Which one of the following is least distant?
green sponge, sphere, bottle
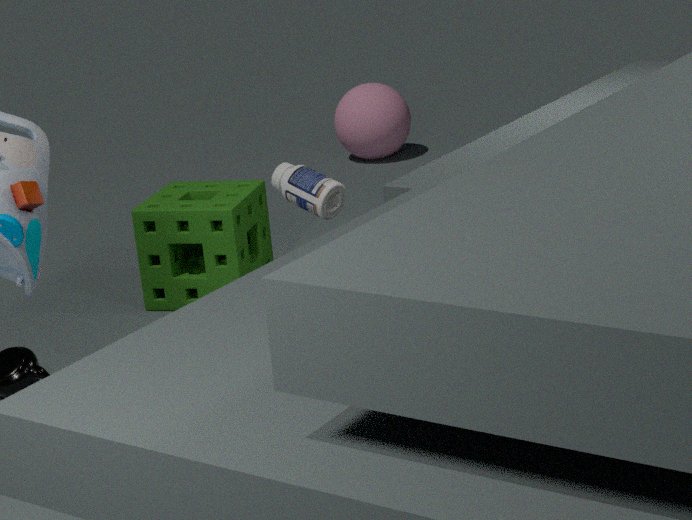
bottle
